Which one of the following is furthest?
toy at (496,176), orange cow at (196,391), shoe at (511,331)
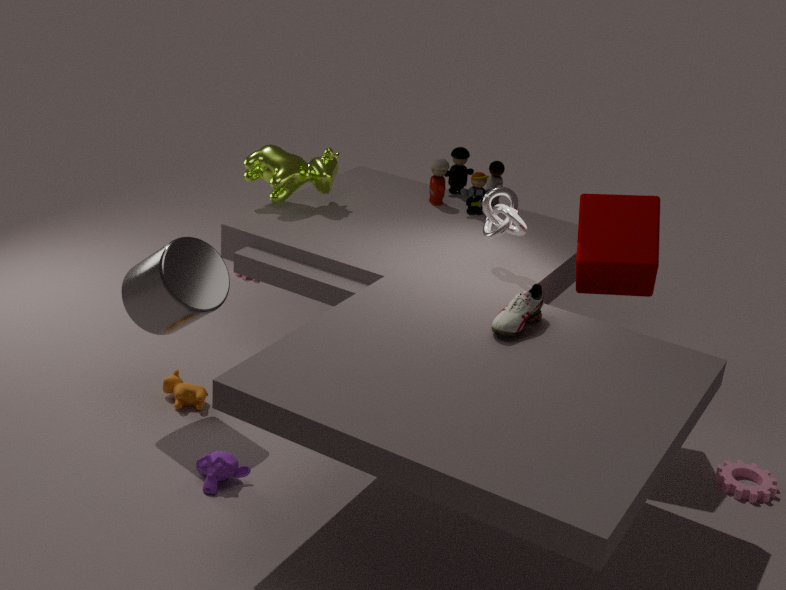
toy at (496,176)
